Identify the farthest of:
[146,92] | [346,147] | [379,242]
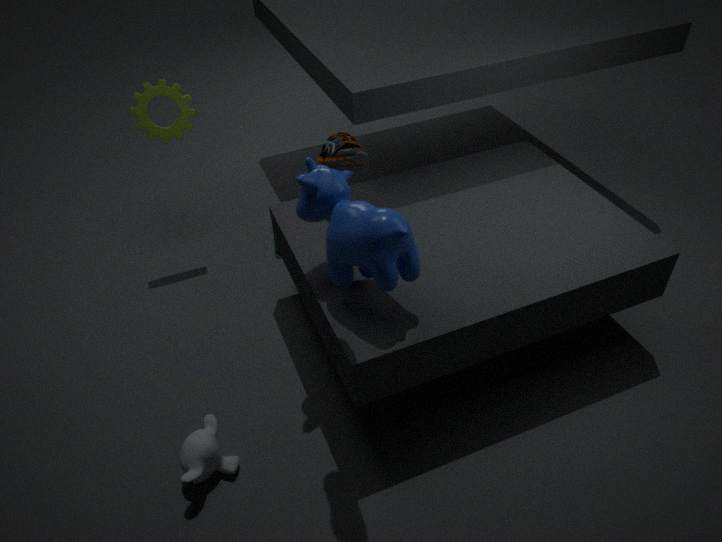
[146,92]
